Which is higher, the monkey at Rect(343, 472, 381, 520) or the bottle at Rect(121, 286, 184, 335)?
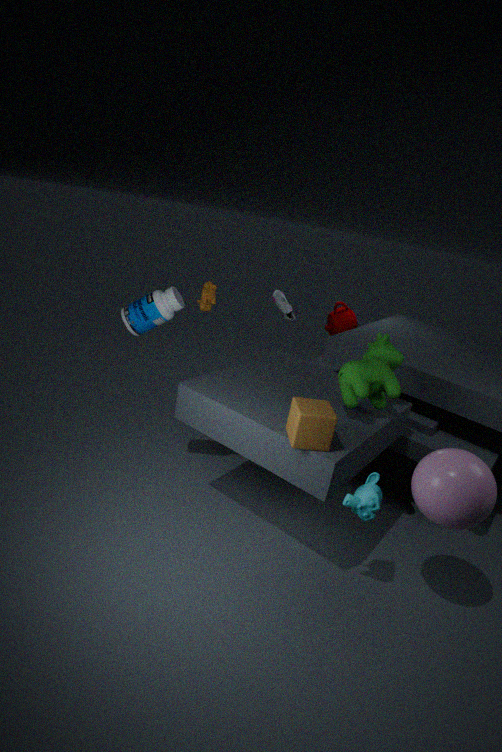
the bottle at Rect(121, 286, 184, 335)
